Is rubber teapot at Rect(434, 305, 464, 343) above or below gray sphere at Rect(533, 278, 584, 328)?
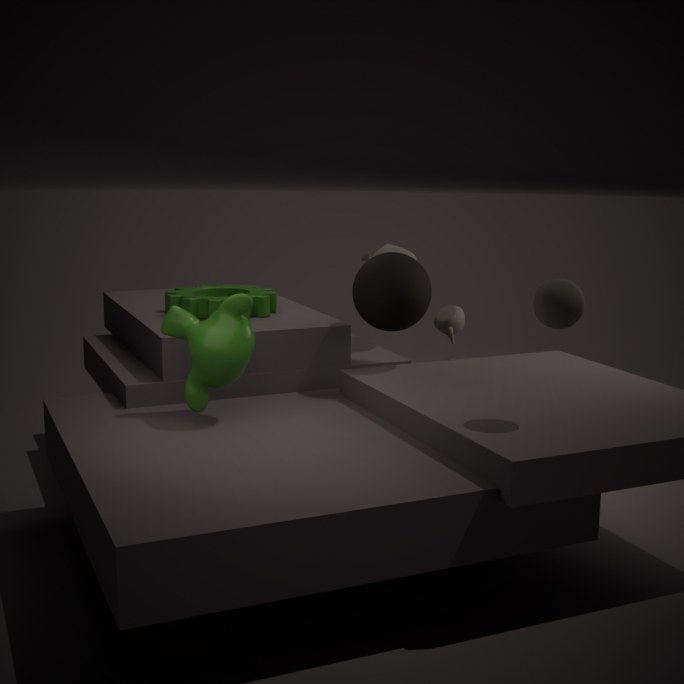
below
